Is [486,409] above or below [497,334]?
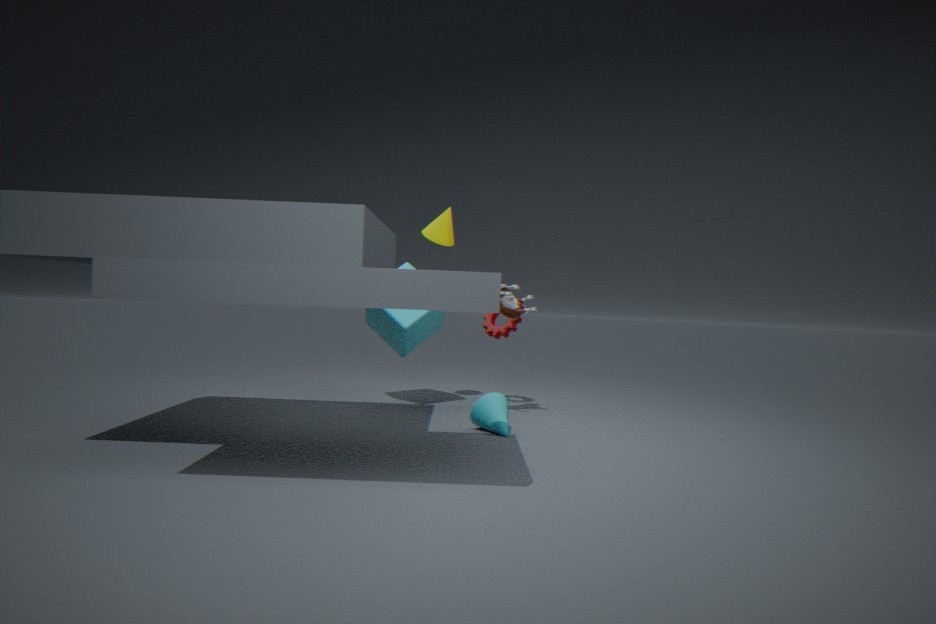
below
